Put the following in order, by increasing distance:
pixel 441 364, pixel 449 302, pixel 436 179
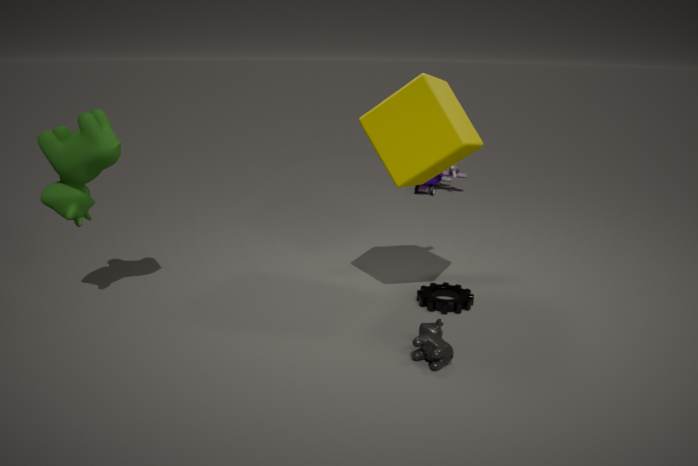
pixel 441 364 < pixel 449 302 < pixel 436 179
